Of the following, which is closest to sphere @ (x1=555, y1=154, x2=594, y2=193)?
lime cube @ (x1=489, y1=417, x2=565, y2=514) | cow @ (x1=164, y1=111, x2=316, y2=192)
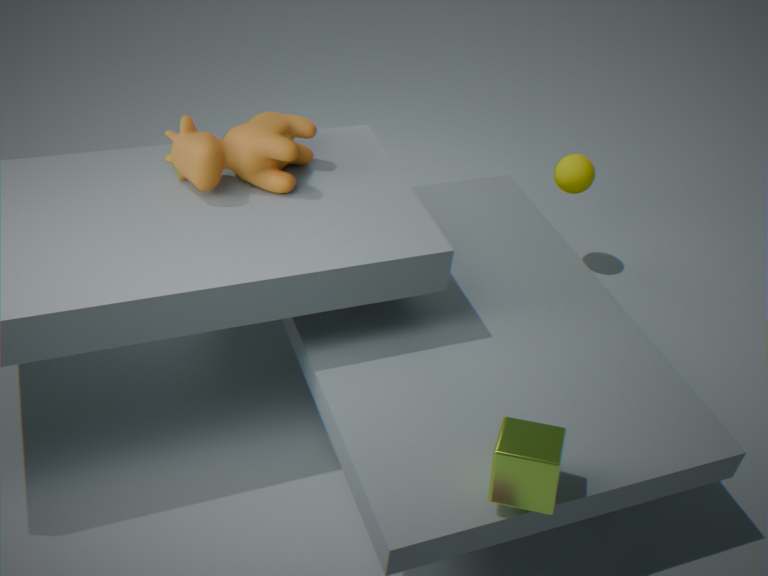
cow @ (x1=164, y1=111, x2=316, y2=192)
